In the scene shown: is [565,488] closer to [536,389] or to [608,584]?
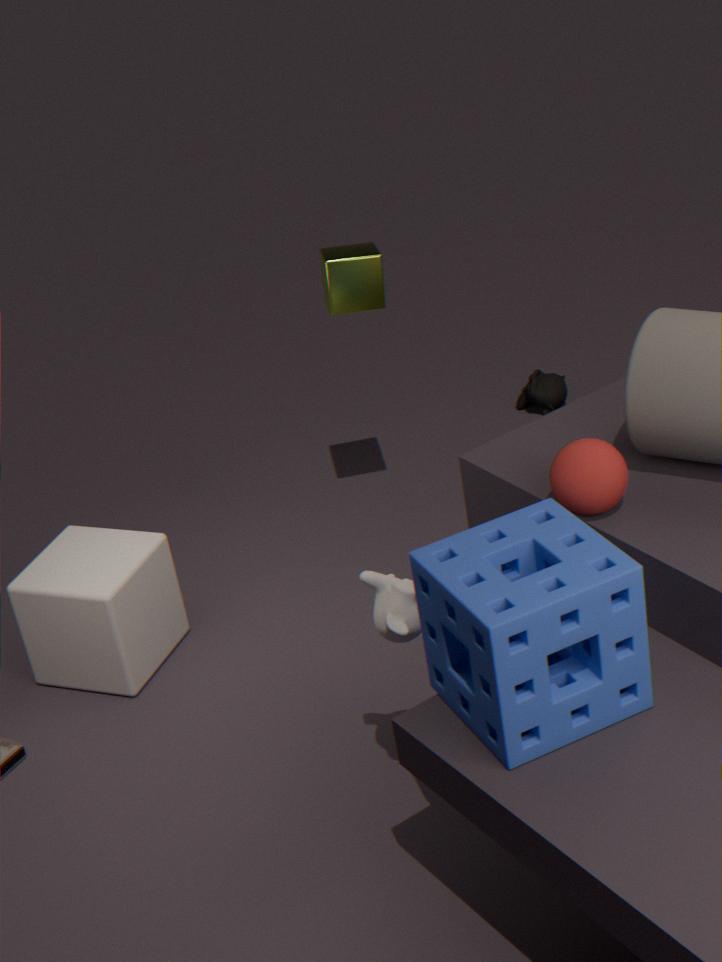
[608,584]
